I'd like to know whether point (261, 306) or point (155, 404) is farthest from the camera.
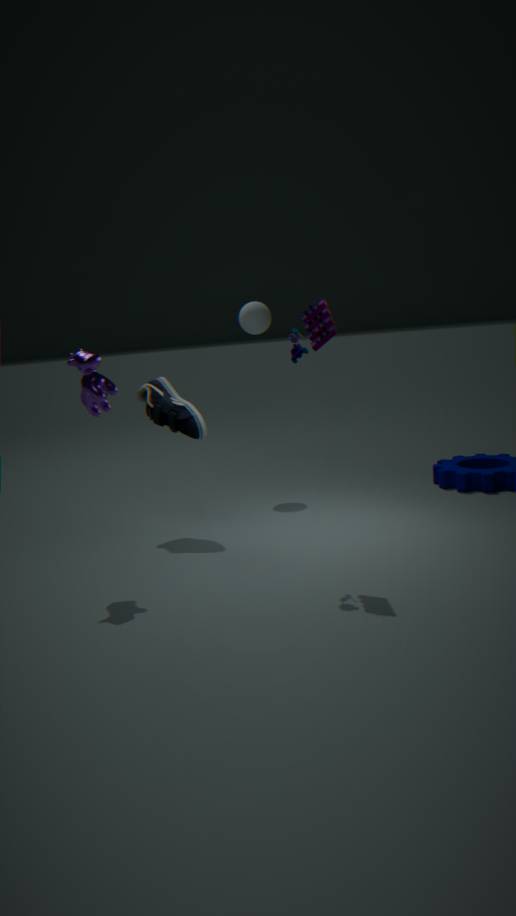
point (261, 306)
